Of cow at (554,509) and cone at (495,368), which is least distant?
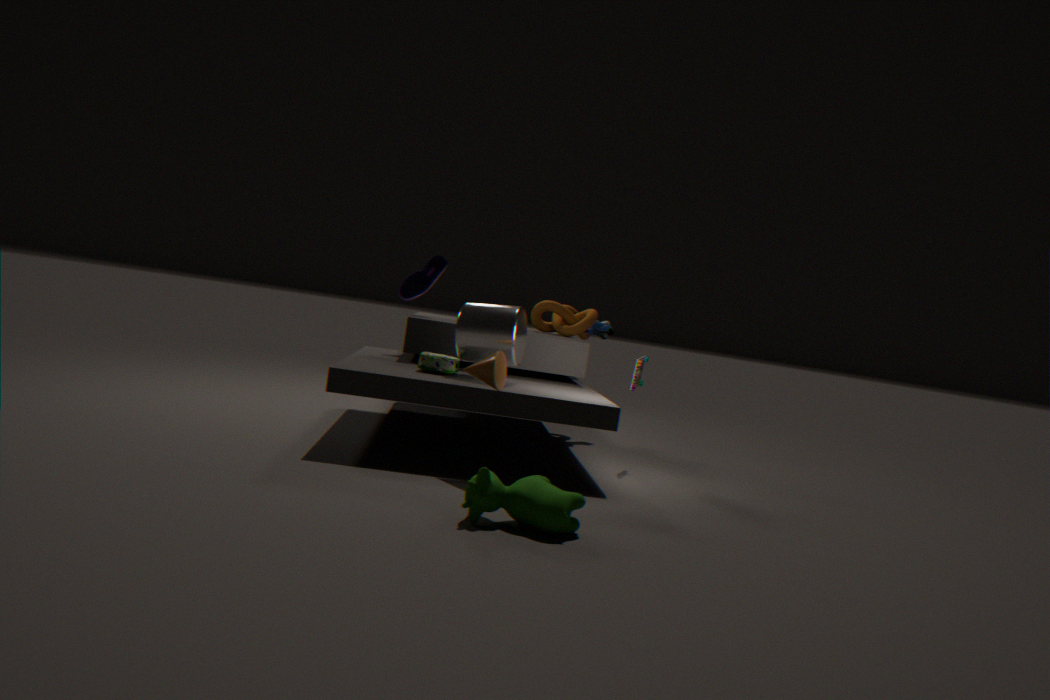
cow at (554,509)
